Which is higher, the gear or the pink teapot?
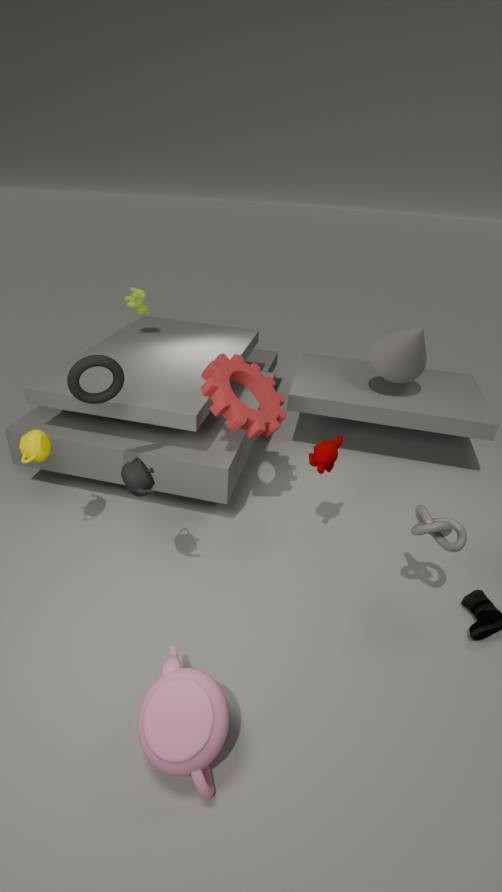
the gear
